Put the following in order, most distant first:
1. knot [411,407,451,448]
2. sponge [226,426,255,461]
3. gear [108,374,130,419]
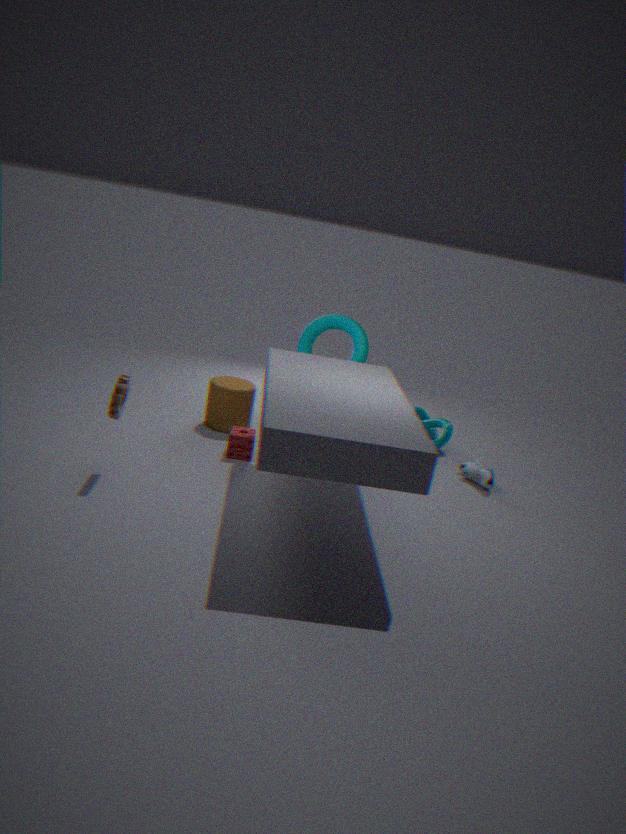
knot [411,407,451,448] → sponge [226,426,255,461] → gear [108,374,130,419]
